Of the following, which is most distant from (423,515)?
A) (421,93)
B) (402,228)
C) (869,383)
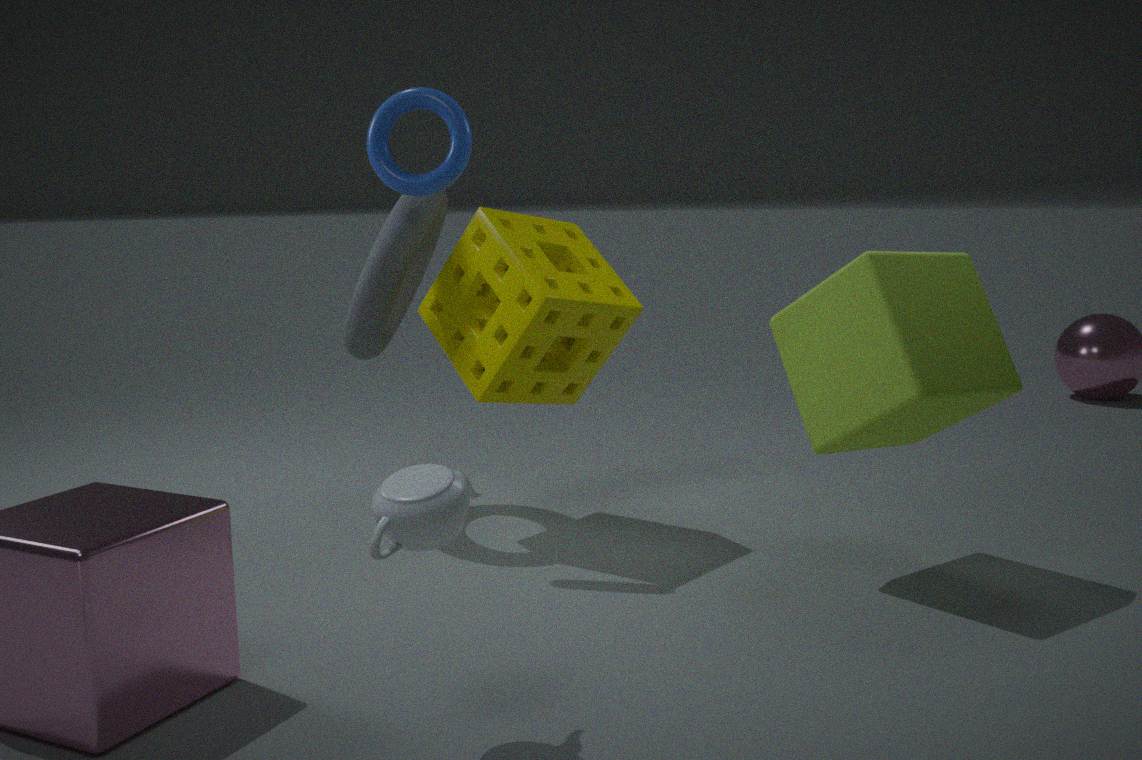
(402,228)
